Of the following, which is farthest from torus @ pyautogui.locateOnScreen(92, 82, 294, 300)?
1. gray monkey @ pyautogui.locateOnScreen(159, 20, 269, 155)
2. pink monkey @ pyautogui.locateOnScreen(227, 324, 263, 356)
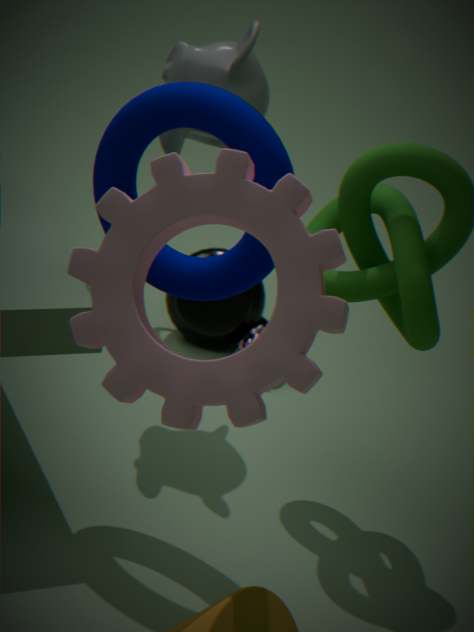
pink monkey @ pyautogui.locateOnScreen(227, 324, 263, 356)
